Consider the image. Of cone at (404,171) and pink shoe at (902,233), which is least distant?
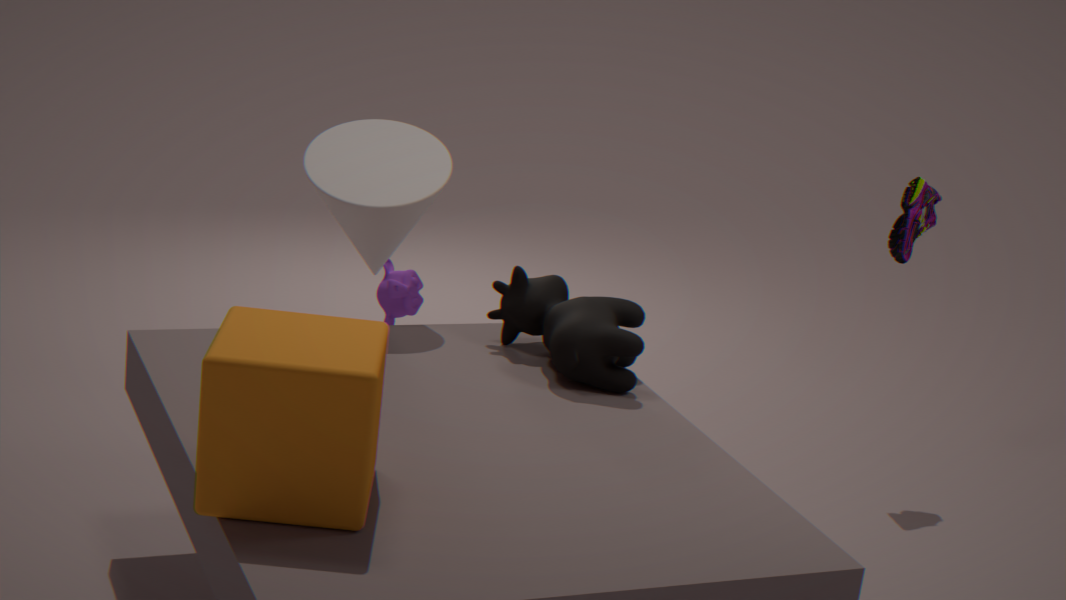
cone at (404,171)
